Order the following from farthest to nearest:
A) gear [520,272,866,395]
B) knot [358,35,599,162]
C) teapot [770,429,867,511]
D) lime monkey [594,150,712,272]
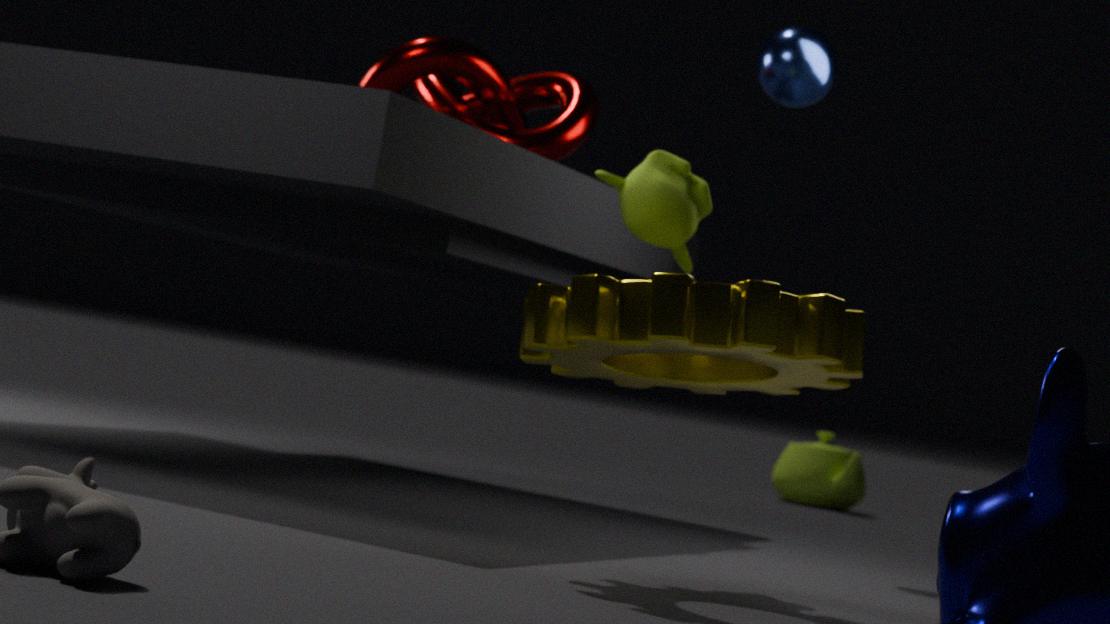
teapot [770,429,867,511]
knot [358,35,599,162]
lime monkey [594,150,712,272]
gear [520,272,866,395]
